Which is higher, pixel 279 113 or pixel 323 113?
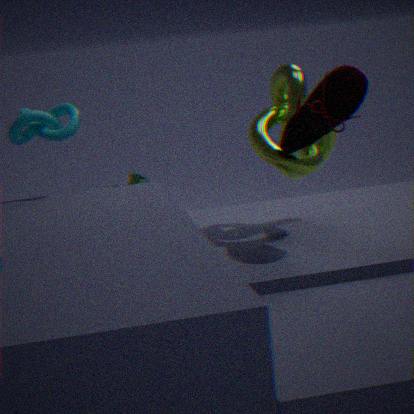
pixel 323 113
